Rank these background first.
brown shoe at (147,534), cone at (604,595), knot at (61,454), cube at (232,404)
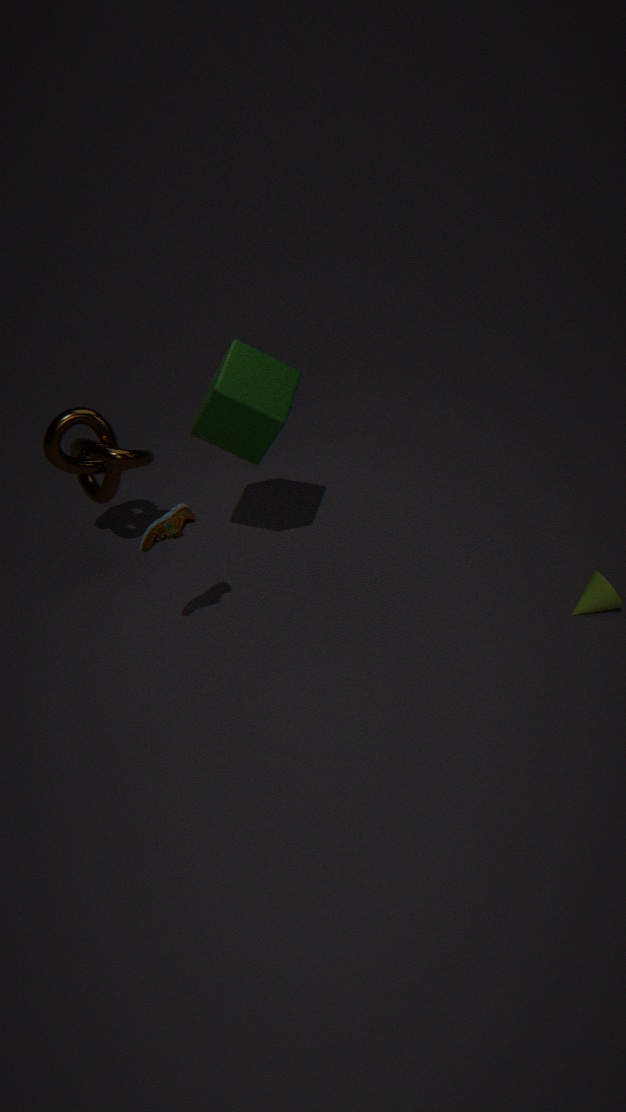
knot at (61,454)
cone at (604,595)
cube at (232,404)
brown shoe at (147,534)
